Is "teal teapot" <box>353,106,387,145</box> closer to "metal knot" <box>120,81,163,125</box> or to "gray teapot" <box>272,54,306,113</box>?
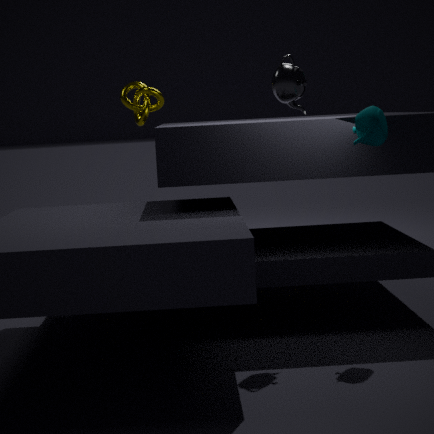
"gray teapot" <box>272,54,306,113</box>
